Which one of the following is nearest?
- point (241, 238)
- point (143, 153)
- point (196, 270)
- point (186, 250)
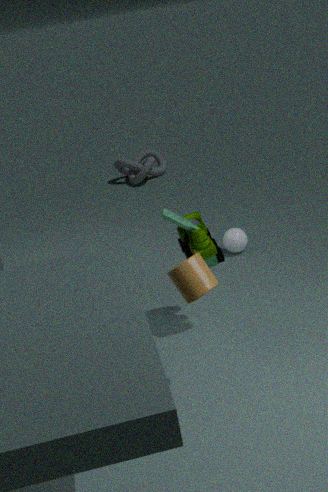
point (196, 270)
